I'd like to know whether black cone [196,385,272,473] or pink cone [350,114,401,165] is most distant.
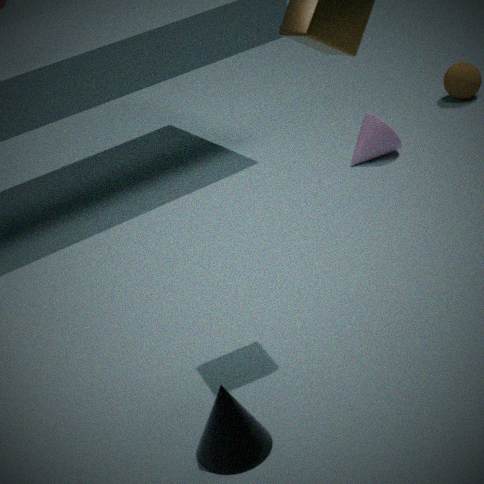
pink cone [350,114,401,165]
